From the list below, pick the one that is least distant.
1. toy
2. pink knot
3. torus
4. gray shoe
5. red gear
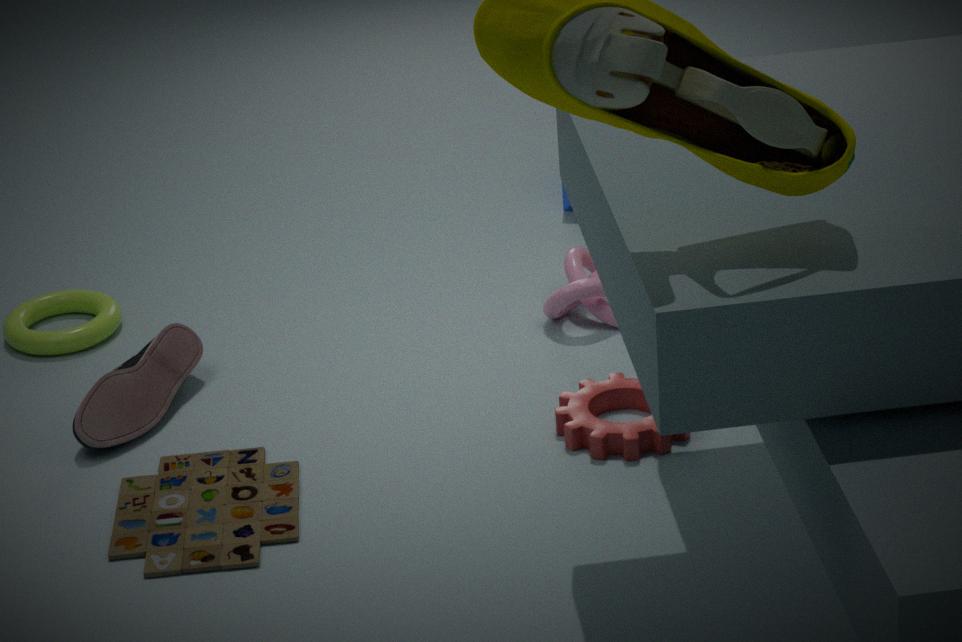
toy
